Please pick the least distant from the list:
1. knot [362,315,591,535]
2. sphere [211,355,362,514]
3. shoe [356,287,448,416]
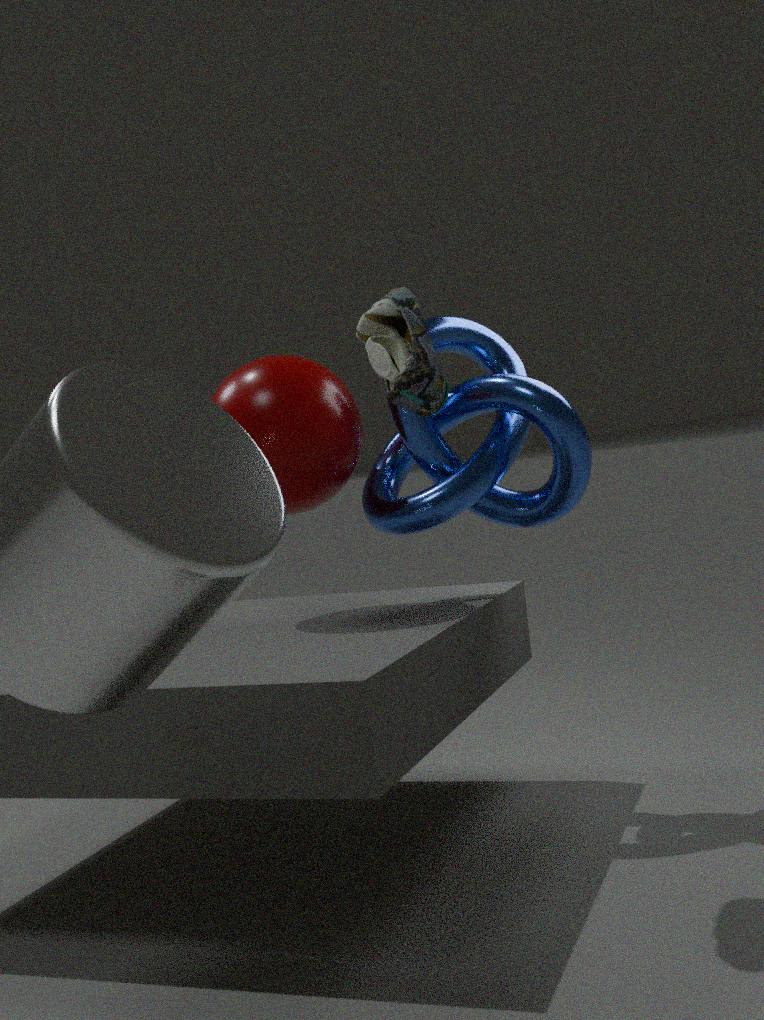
shoe [356,287,448,416]
